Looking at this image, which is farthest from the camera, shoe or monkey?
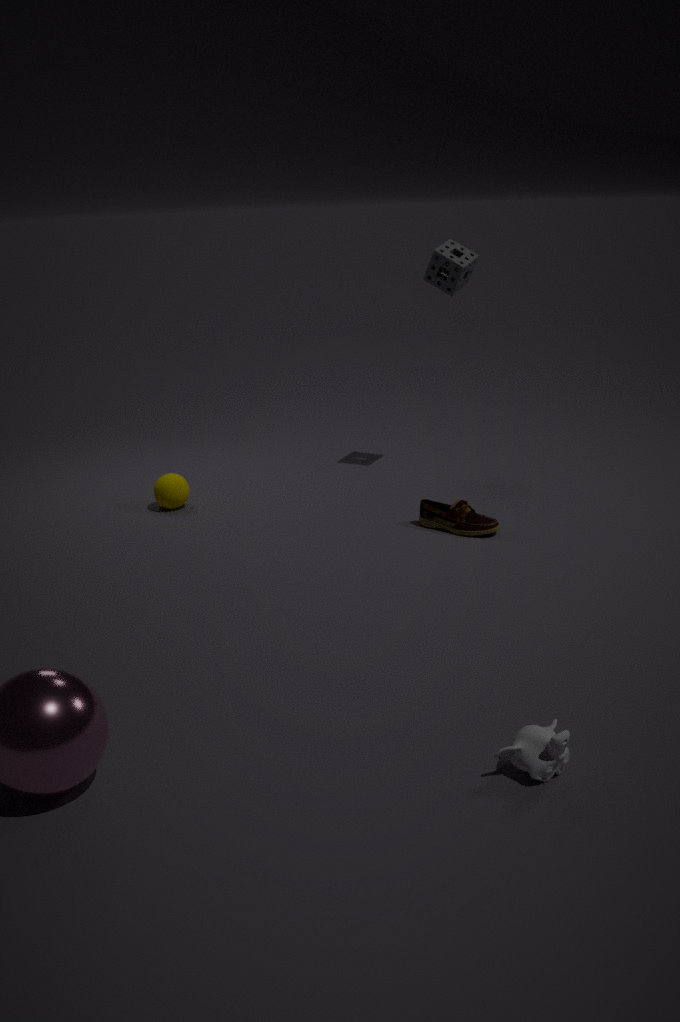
shoe
